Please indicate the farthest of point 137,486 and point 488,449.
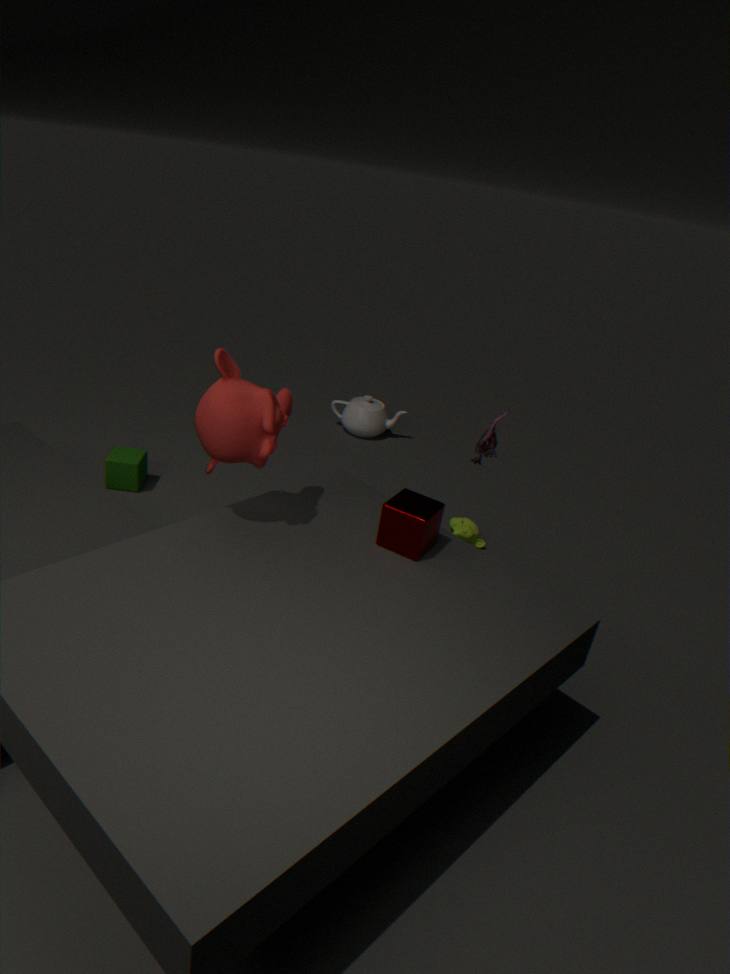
point 137,486
